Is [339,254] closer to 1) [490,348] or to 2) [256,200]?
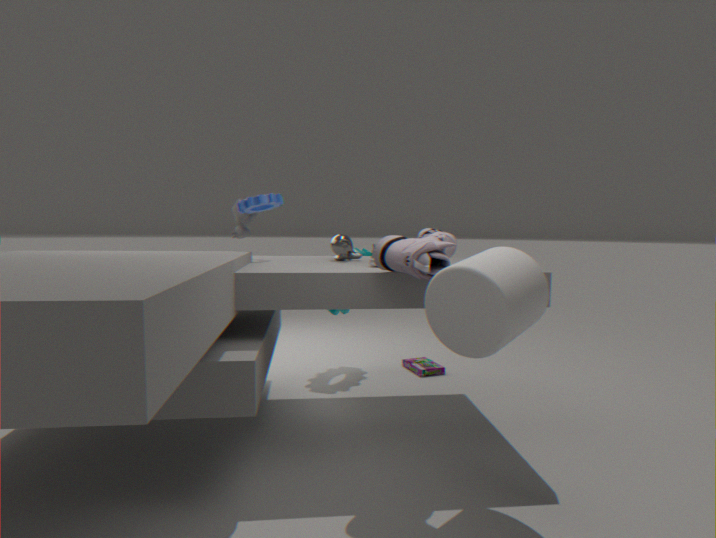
2) [256,200]
